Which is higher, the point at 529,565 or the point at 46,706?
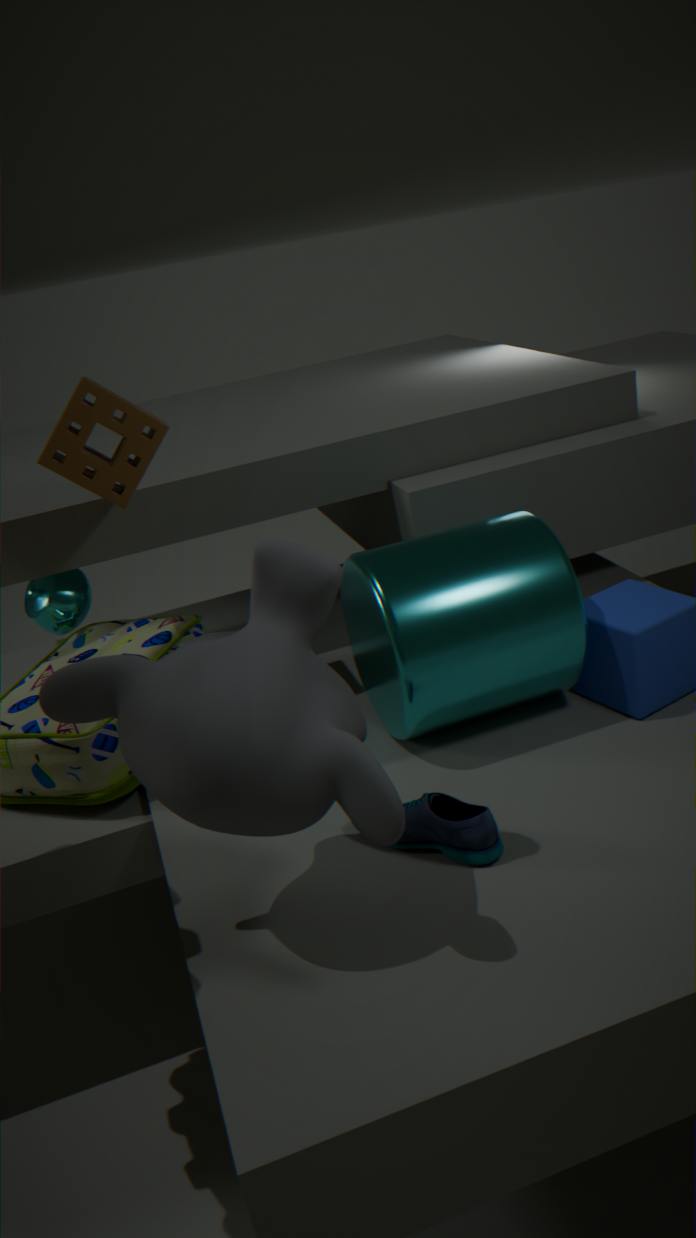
the point at 46,706
